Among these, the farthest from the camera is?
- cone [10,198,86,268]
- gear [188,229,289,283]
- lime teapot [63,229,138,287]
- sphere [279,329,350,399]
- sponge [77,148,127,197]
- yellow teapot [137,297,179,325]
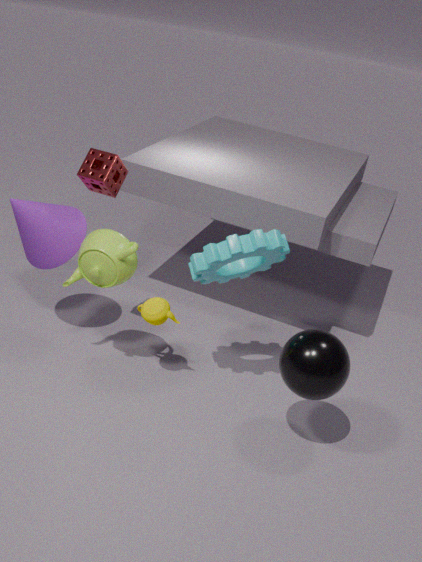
cone [10,198,86,268]
